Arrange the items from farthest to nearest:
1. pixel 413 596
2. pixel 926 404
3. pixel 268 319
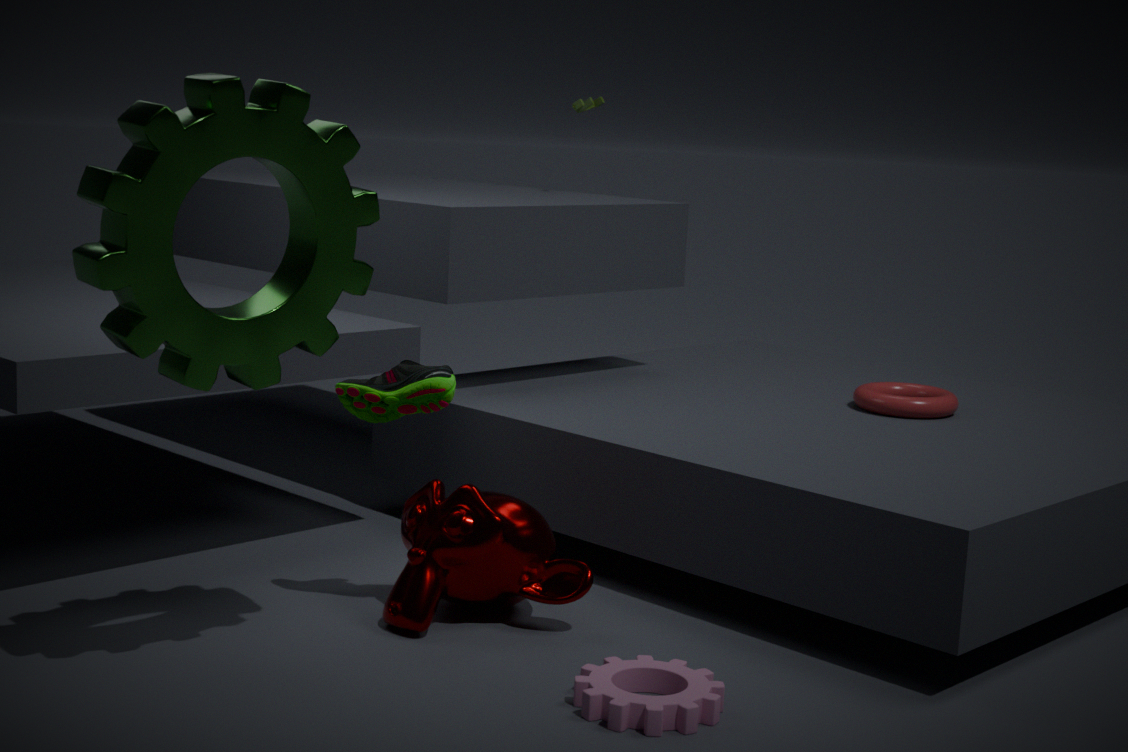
pixel 926 404, pixel 413 596, pixel 268 319
